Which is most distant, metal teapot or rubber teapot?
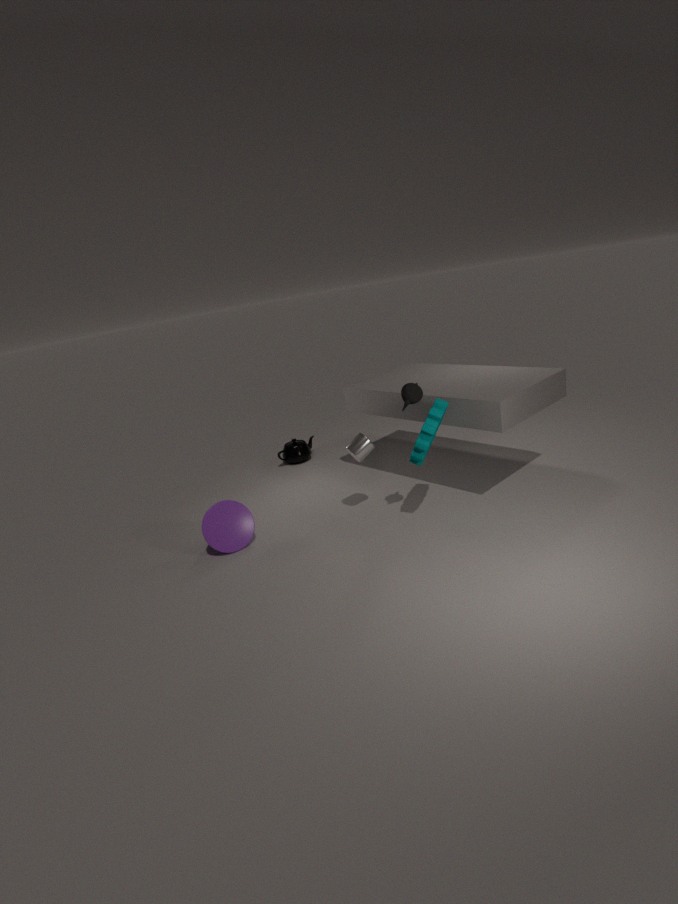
metal teapot
